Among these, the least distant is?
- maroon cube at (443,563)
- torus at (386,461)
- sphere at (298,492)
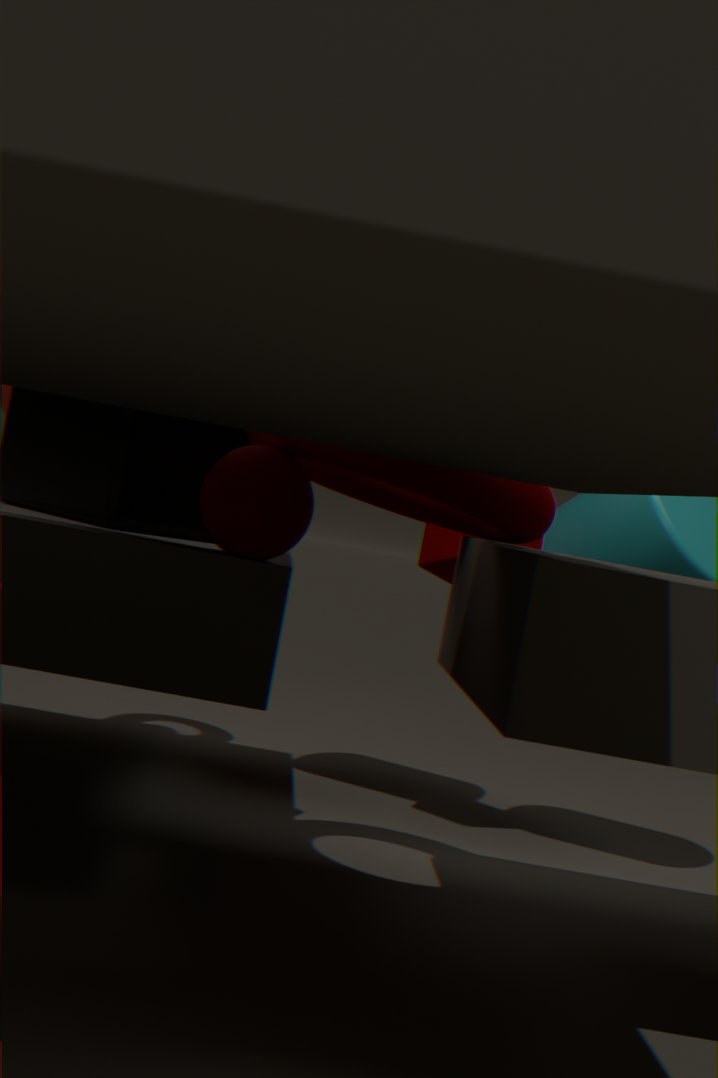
torus at (386,461)
